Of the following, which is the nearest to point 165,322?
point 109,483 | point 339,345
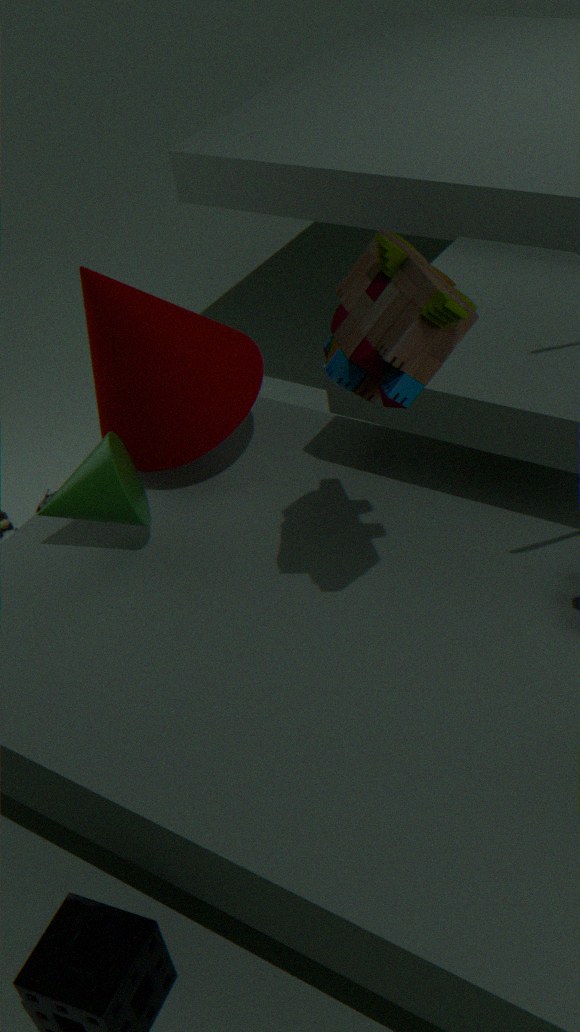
point 109,483
